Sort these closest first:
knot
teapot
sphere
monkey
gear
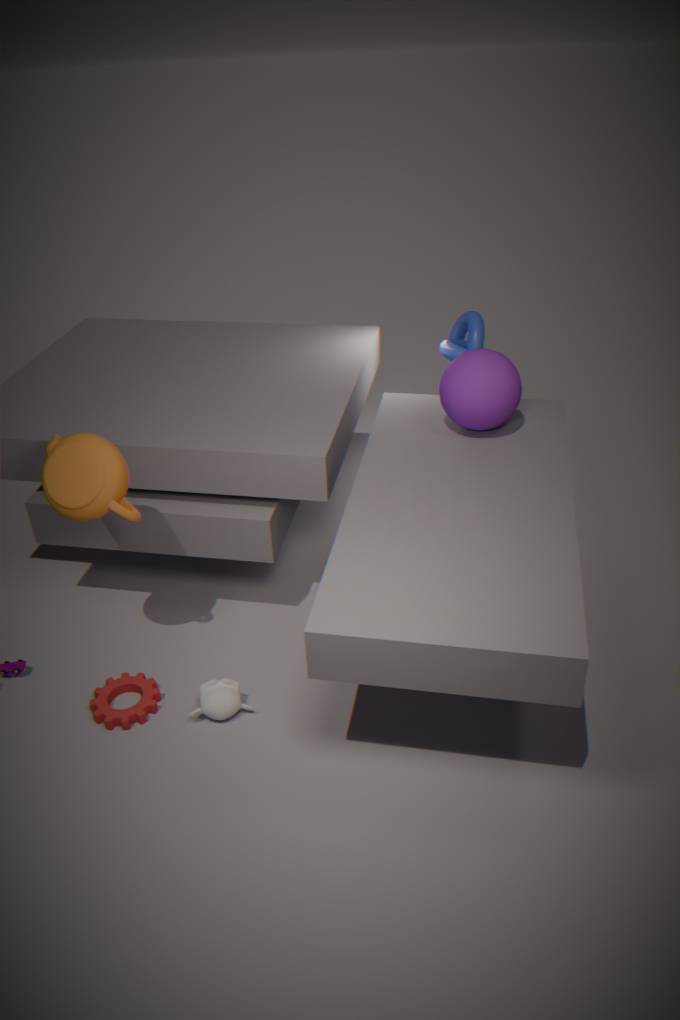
teapot, monkey, gear, sphere, knot
